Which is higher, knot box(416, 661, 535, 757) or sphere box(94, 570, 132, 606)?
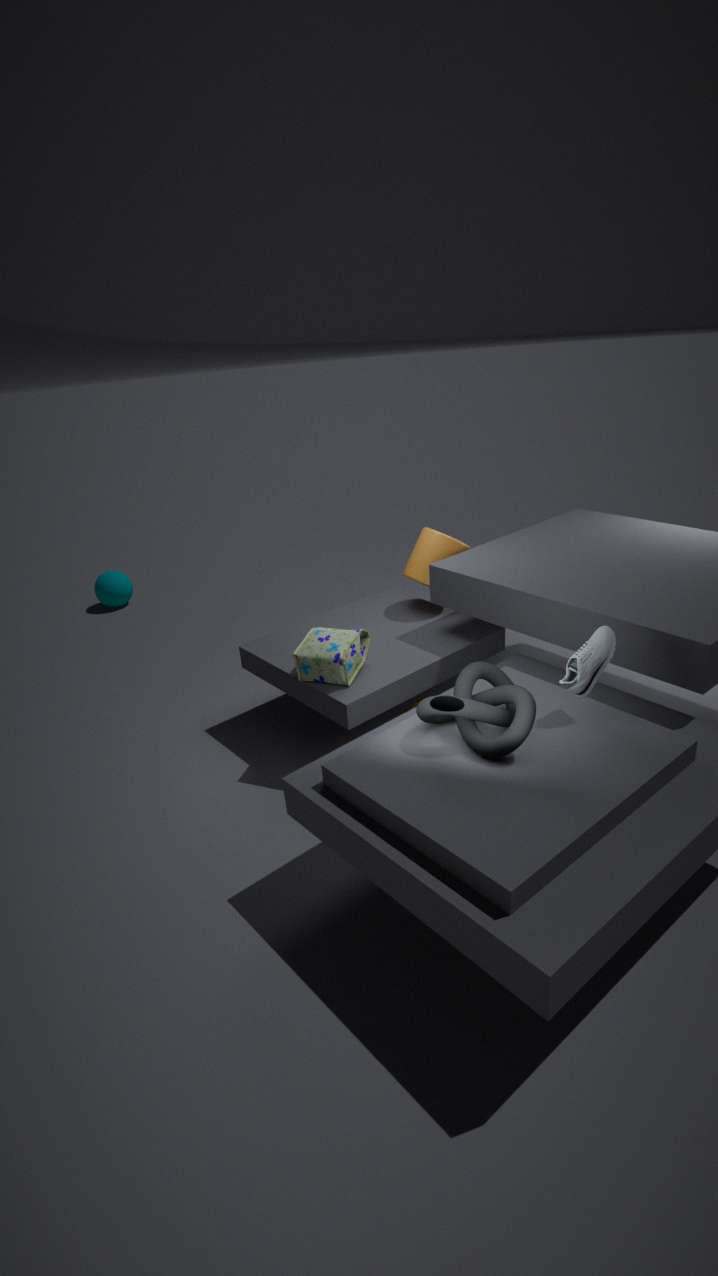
knot box(416, 661, 535, 757)
